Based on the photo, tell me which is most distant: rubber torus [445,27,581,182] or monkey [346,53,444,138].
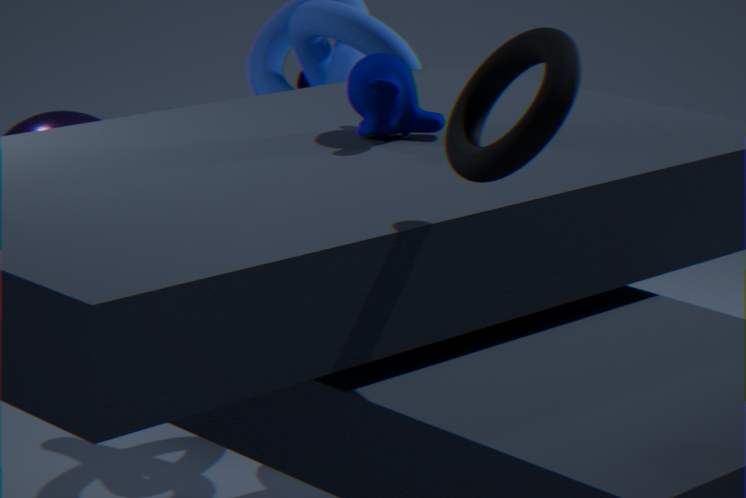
monkey [346,53,444,138]
